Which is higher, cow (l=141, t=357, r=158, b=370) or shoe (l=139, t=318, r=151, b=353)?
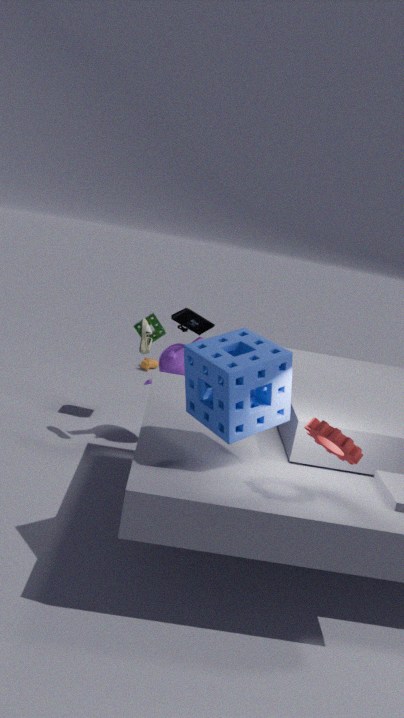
shoe (l=139, t=318, r=151, b=353)
